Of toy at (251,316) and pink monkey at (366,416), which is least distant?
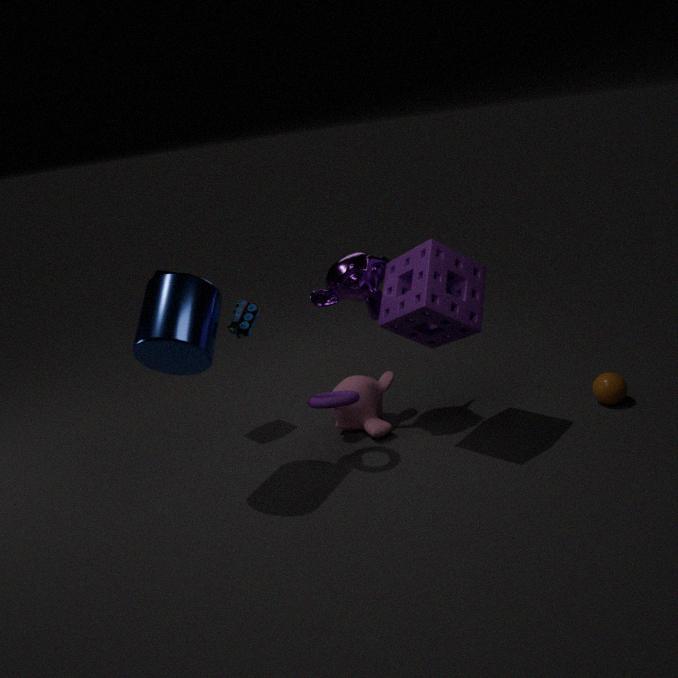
toy at (251,316)
